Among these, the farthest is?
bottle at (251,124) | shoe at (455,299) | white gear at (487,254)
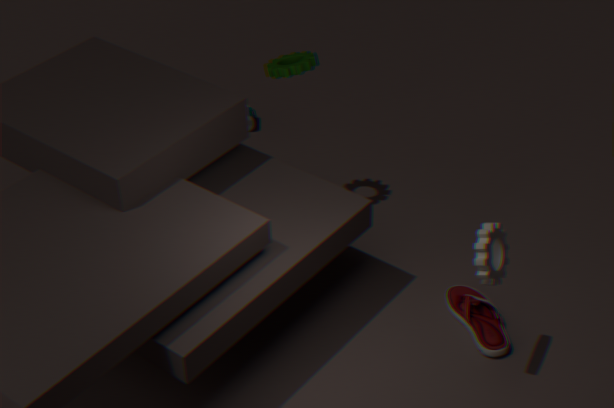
bottle at (251,124)
